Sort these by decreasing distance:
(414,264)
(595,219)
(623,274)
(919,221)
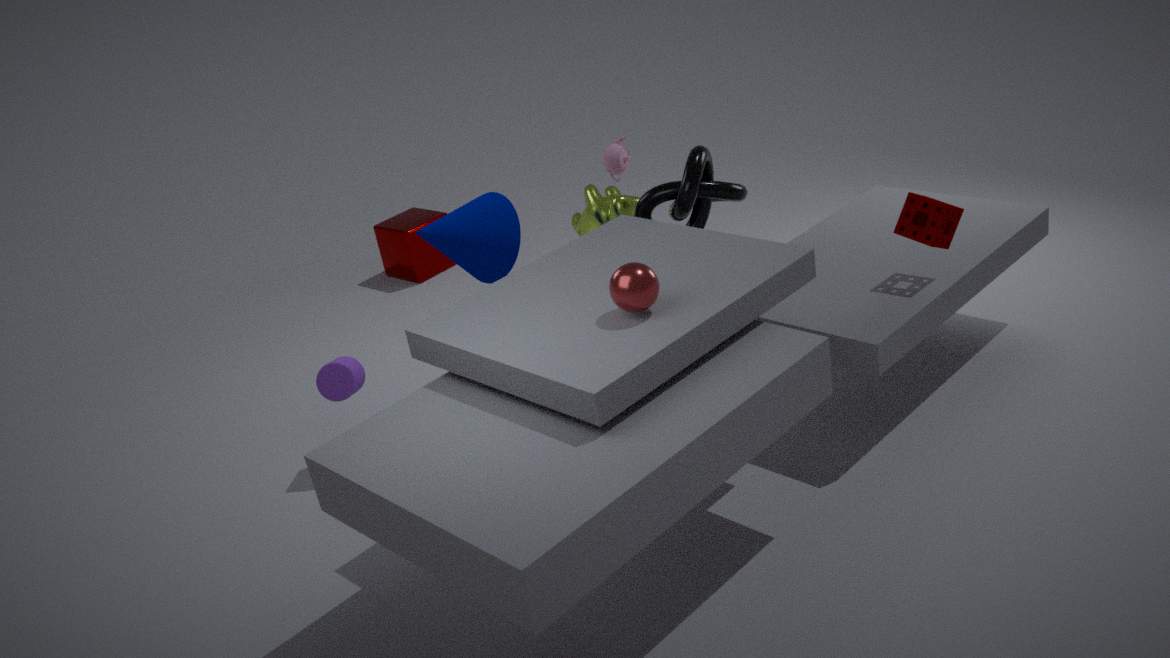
(414,264), (595,219), (919,221), (623,274)
